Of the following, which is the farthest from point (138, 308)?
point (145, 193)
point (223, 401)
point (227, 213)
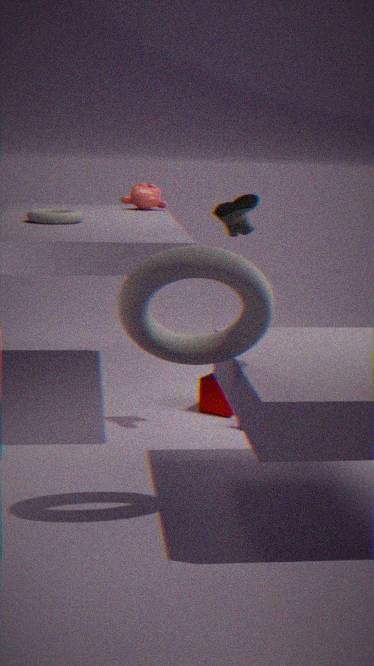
point (145, 193)
